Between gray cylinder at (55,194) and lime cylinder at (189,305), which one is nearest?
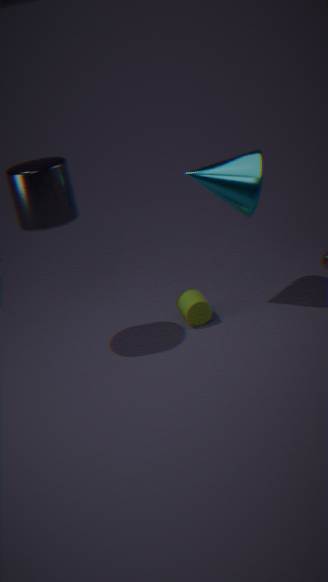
gray cylinder at (55,194)
